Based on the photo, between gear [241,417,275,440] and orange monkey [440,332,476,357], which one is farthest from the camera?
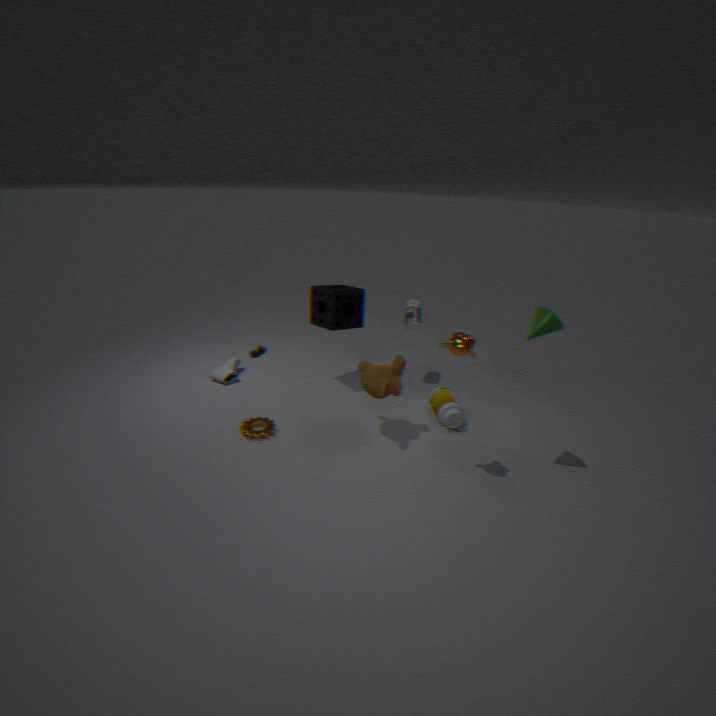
gear [241,417,275,440]
